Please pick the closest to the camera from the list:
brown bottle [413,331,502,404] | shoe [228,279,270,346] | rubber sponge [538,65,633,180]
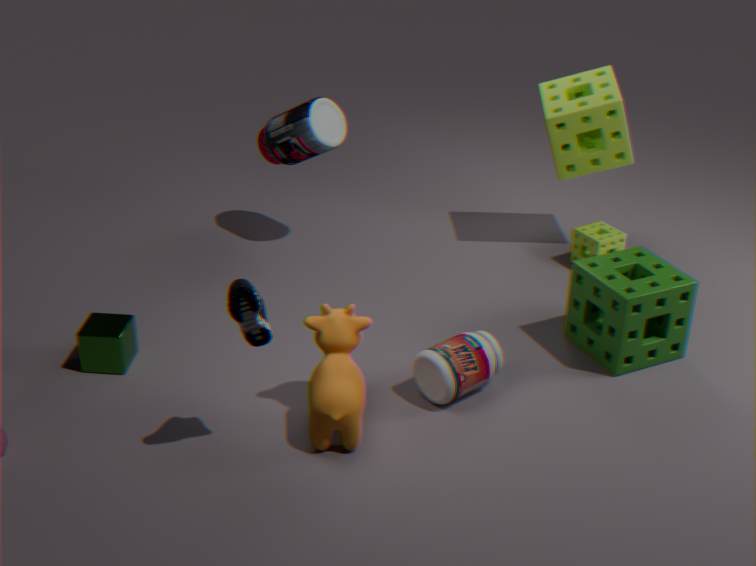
shoe [228,279,270,346]
